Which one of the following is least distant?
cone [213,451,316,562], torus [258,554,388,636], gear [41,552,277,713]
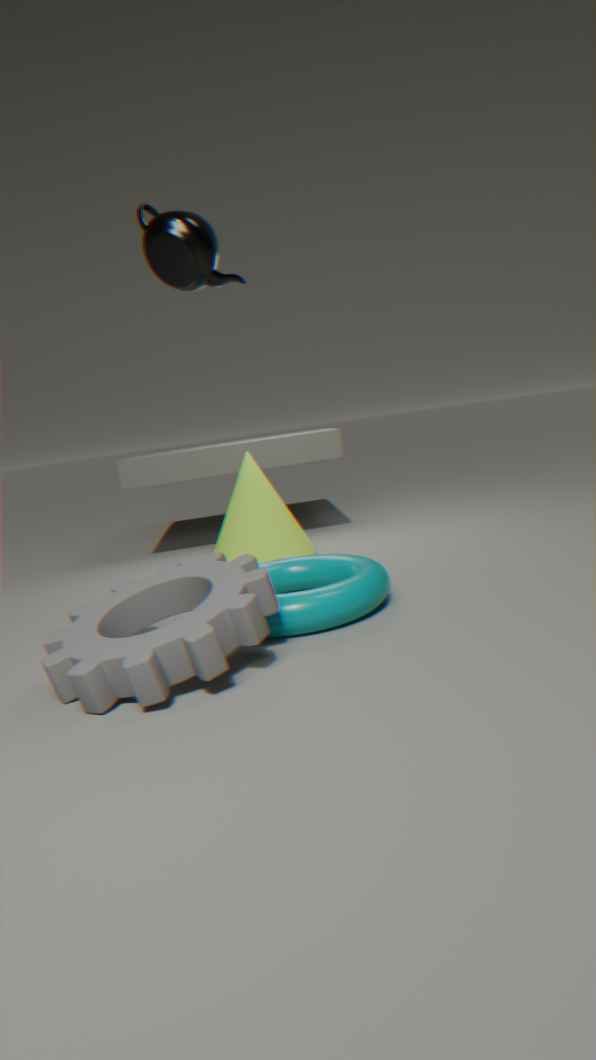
gear [41,552,277,713]
